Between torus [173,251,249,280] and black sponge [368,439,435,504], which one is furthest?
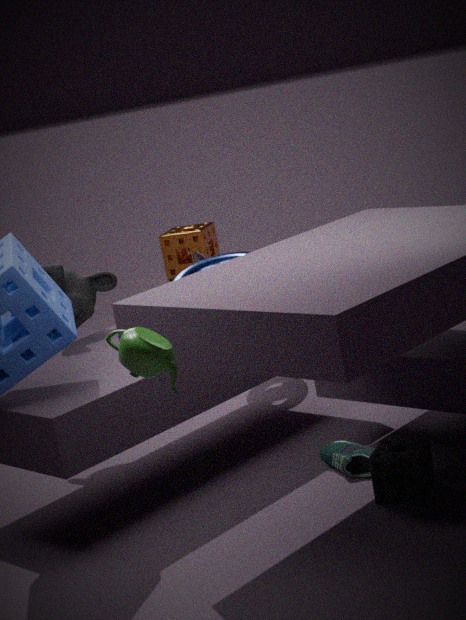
torus [173,251,249,280]
